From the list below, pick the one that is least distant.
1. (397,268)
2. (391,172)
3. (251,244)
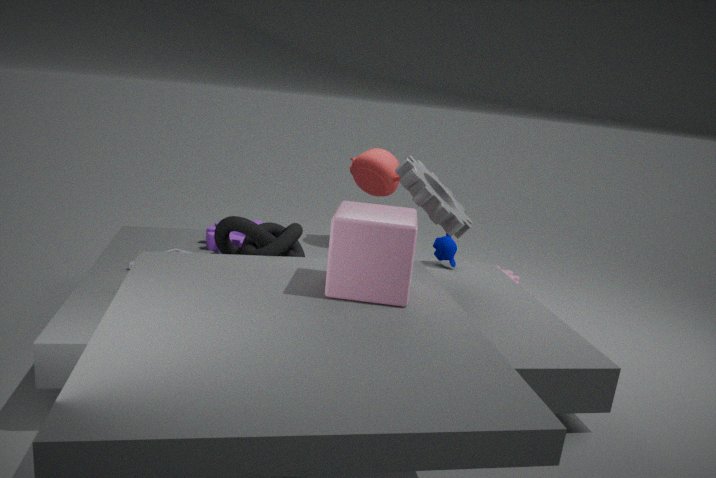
(397,268)
